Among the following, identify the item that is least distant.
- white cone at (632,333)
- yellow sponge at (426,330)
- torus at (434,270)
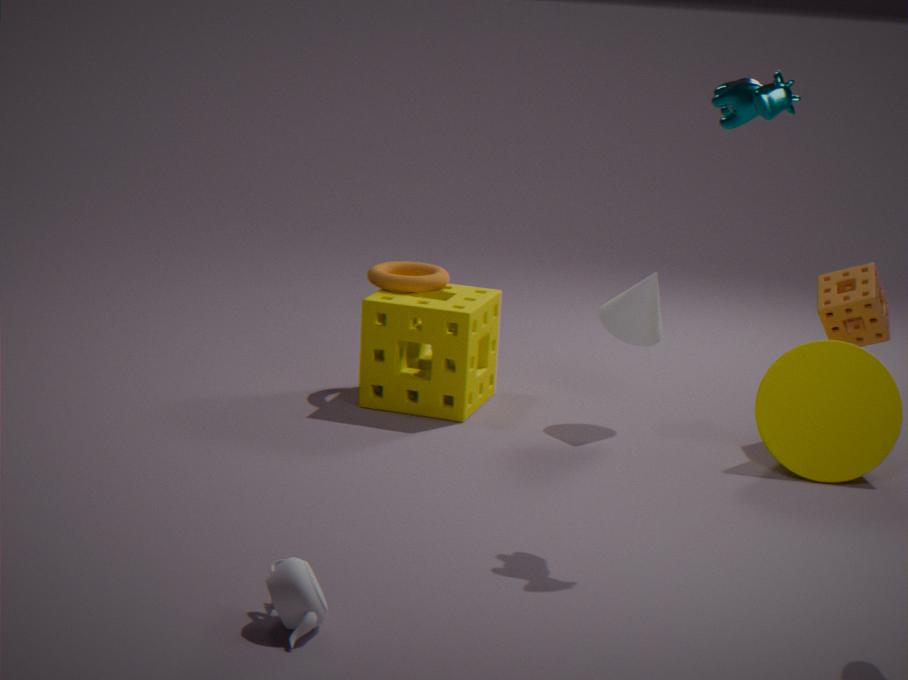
white cone at (632,333)
